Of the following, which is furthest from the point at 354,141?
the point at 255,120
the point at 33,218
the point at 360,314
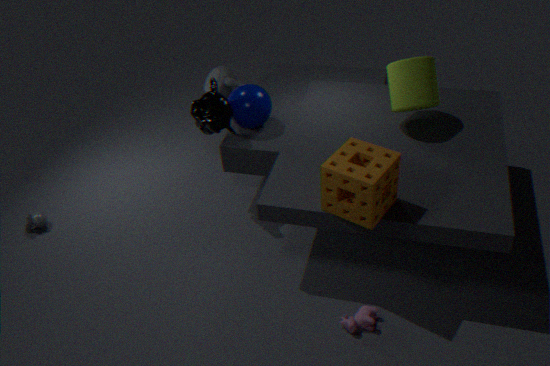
the point at 33,218
